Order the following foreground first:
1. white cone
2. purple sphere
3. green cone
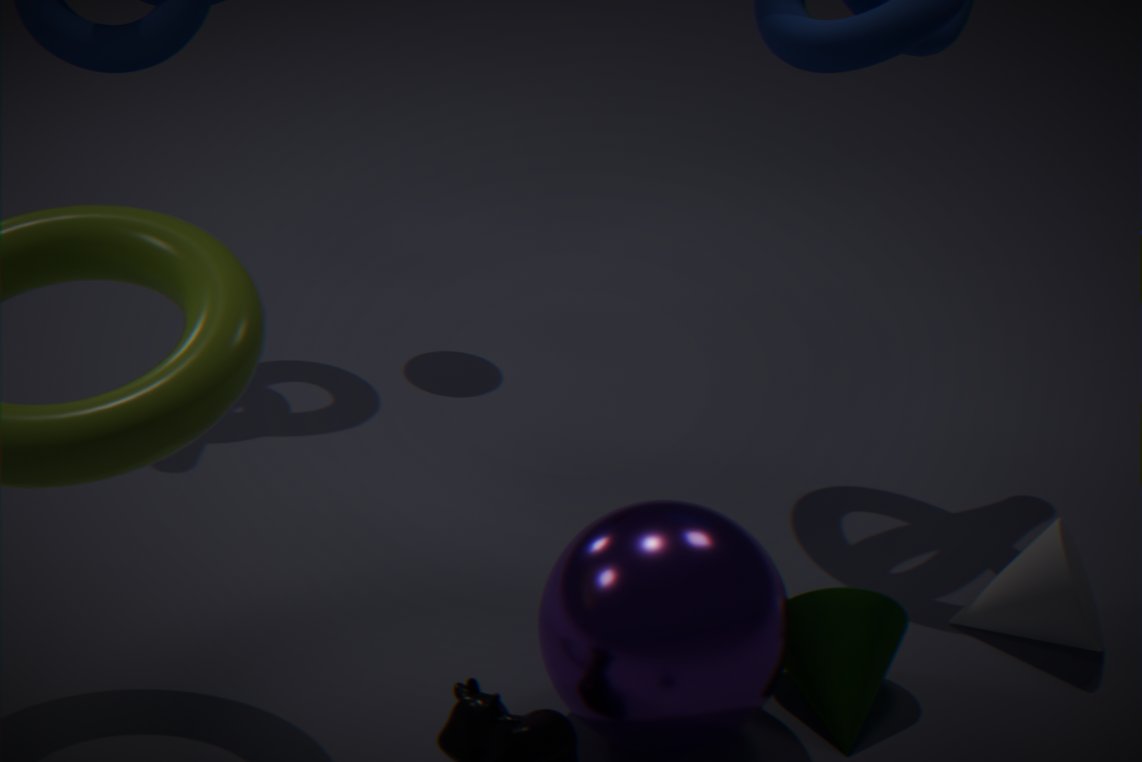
purple sphere
green cone
white cone
